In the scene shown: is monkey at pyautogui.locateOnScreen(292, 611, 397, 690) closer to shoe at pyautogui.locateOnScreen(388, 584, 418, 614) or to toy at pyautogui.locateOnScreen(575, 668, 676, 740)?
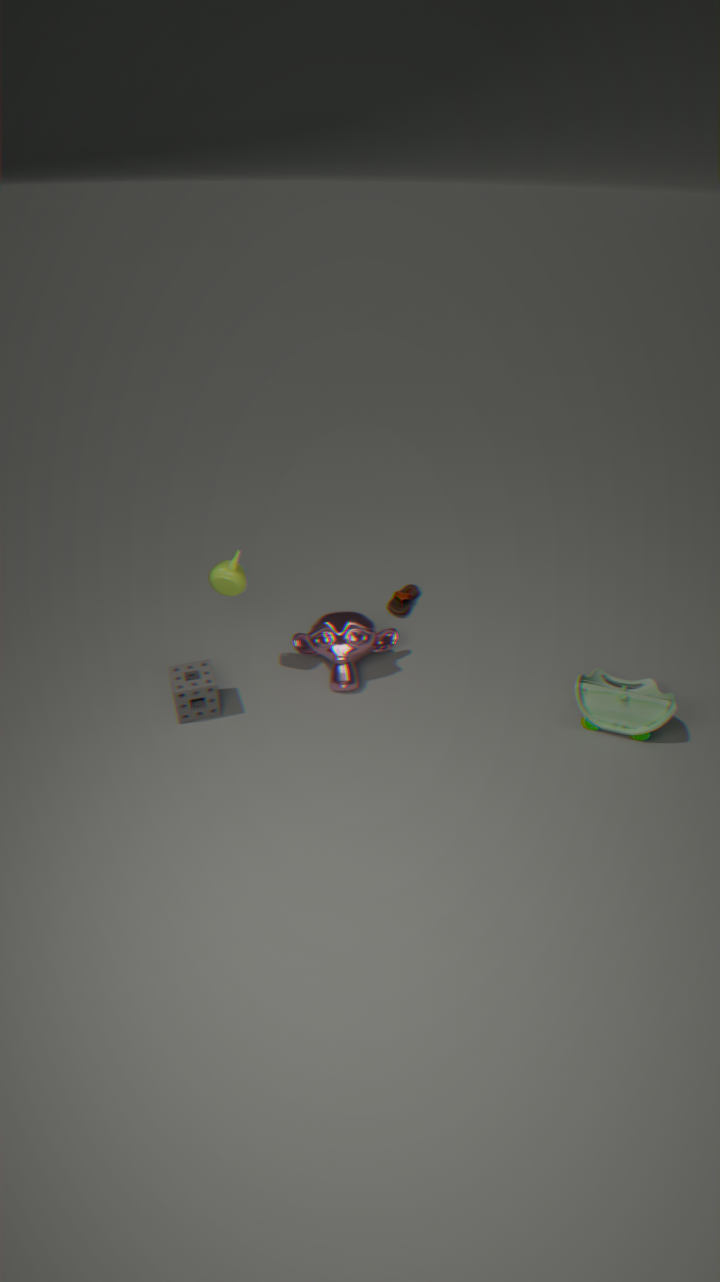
shoe at pyautogui.locateOnScreen(388, 584, 418, 614)
